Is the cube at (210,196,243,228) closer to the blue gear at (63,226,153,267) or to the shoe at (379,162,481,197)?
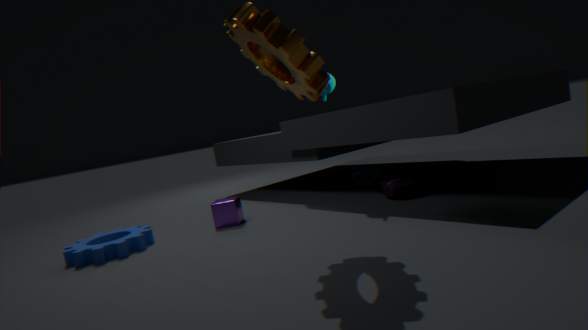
the blue gear at (63,226,153,267)
